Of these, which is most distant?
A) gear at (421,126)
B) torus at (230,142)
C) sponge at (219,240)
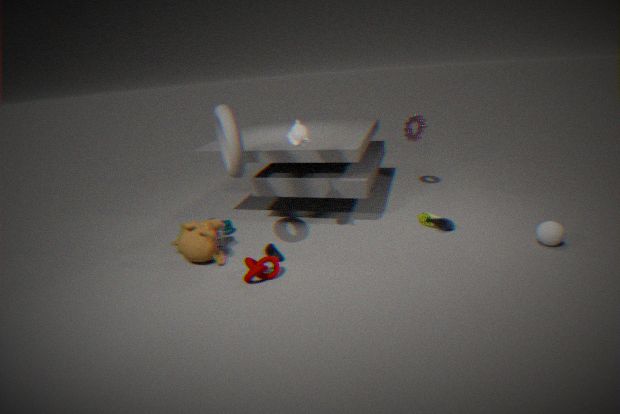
A. gear at (421,126)
